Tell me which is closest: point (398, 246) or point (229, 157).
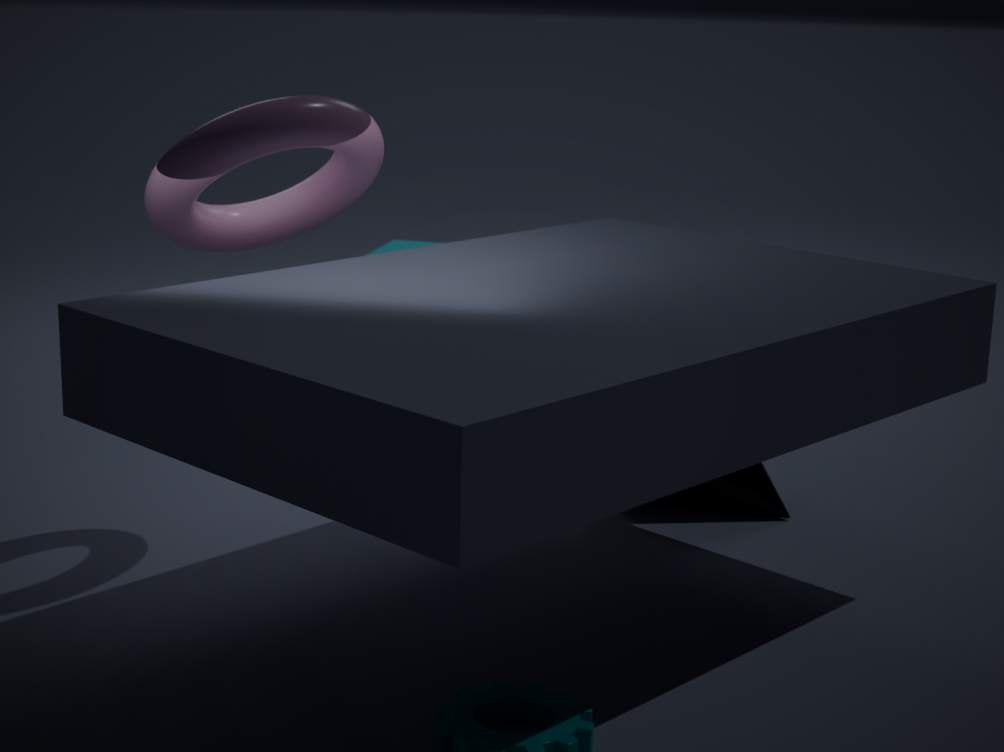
point (229, 157)
